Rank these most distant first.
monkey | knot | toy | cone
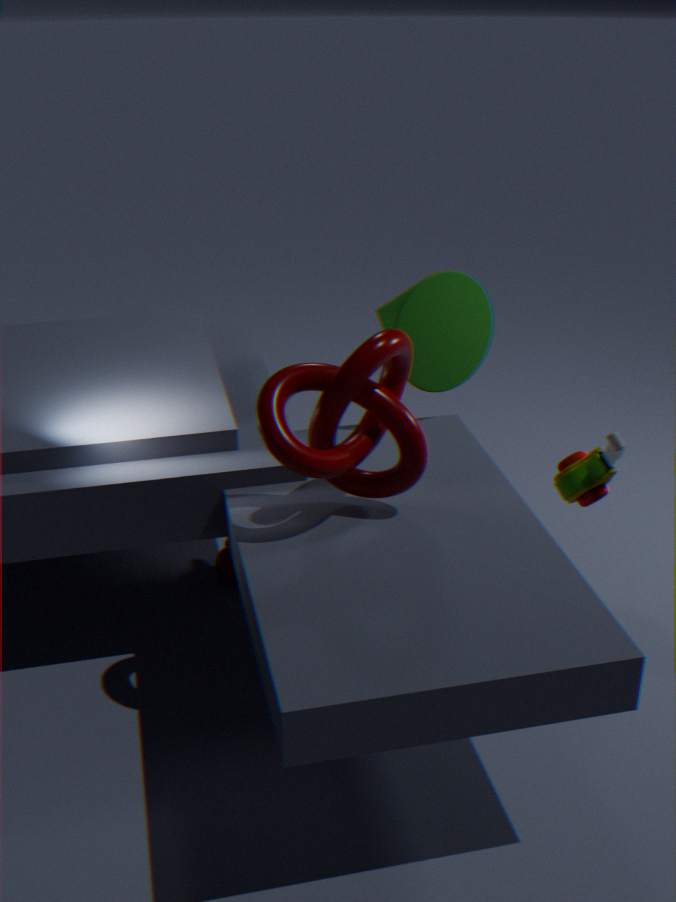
monkey
cone
toy
knot
